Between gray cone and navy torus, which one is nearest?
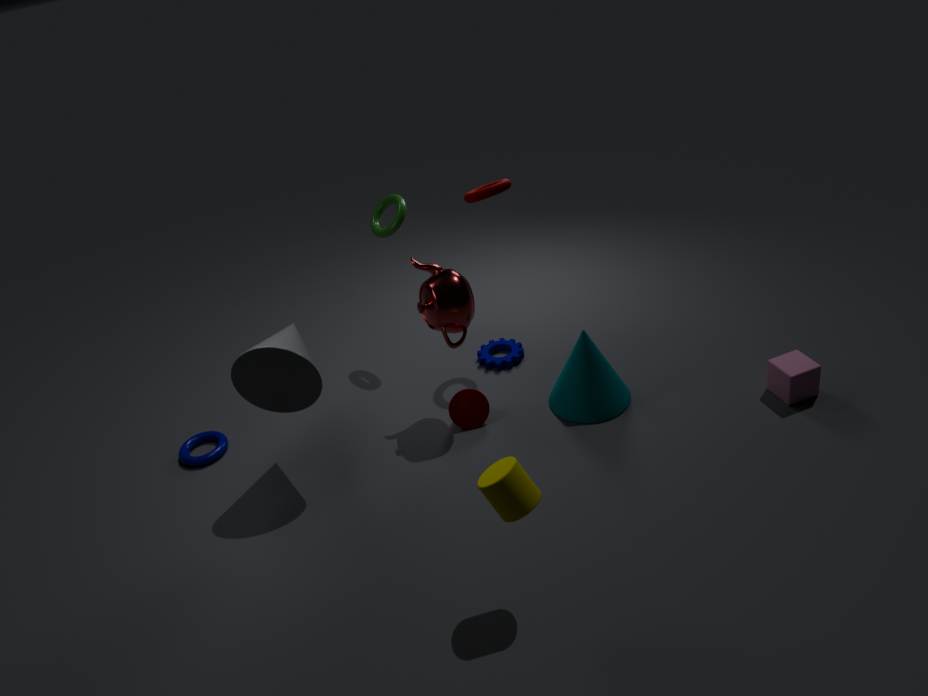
gray cone
